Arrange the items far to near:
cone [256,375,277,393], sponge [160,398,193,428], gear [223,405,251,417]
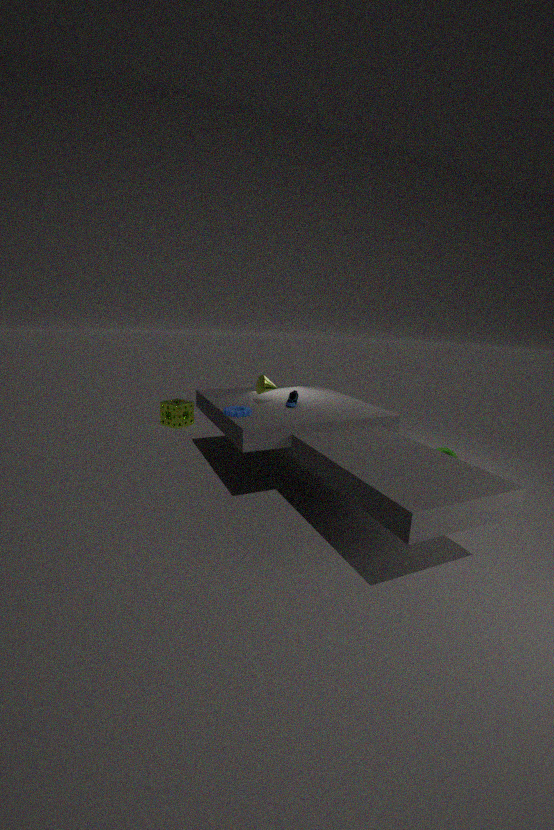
1. sponge [160,398,193,428]
2. cone [256,375,277,393]
3. gear [223,405,251,417]
